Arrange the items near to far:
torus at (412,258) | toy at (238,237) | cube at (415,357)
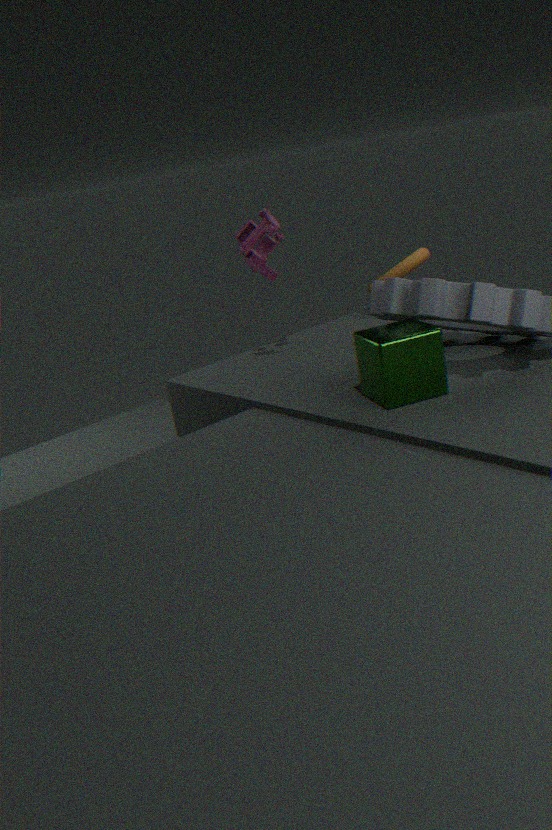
cube at (415,357) → toy at (238,237) → torus at (412,258)
